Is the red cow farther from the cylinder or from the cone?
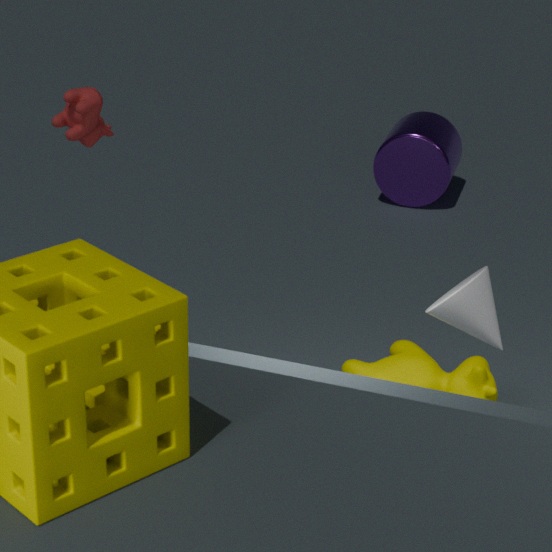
the cylinder
